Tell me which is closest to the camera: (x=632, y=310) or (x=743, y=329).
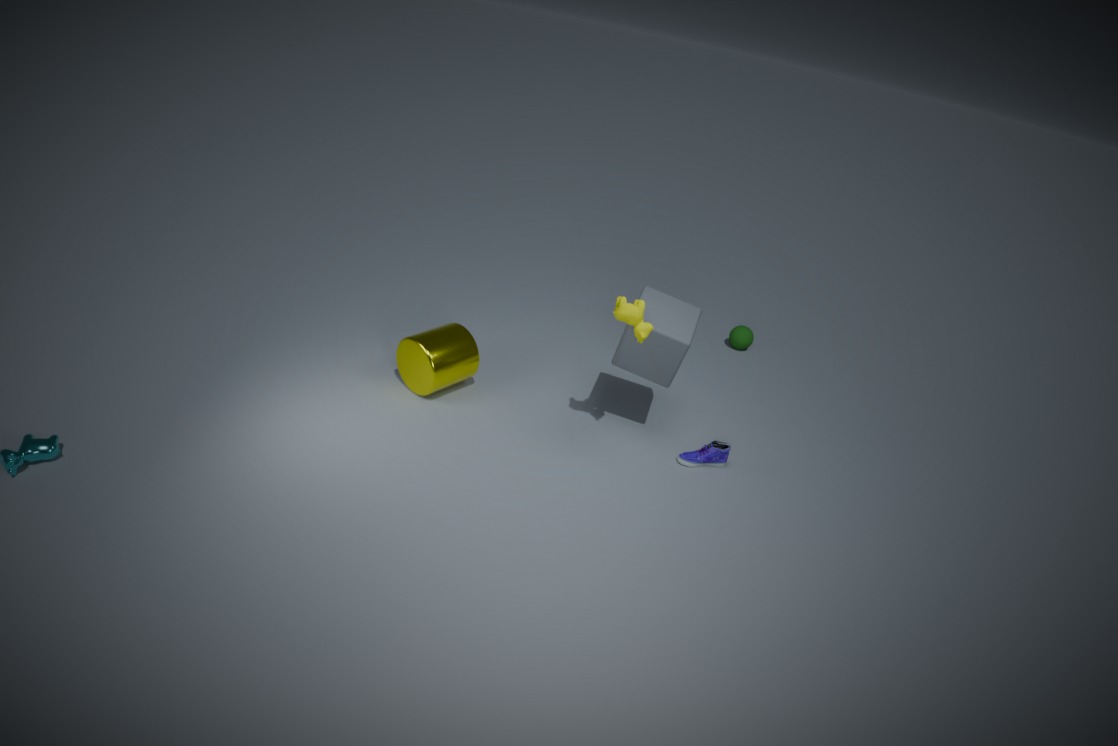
(x=632, y=310)
